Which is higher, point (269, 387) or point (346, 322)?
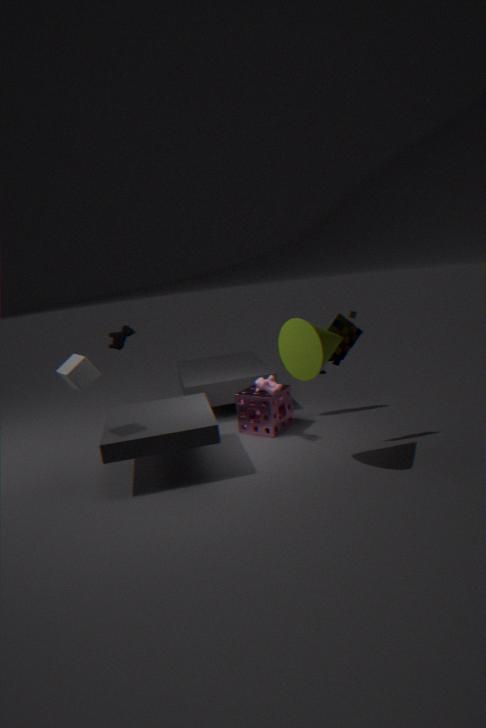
point (346, 322)
